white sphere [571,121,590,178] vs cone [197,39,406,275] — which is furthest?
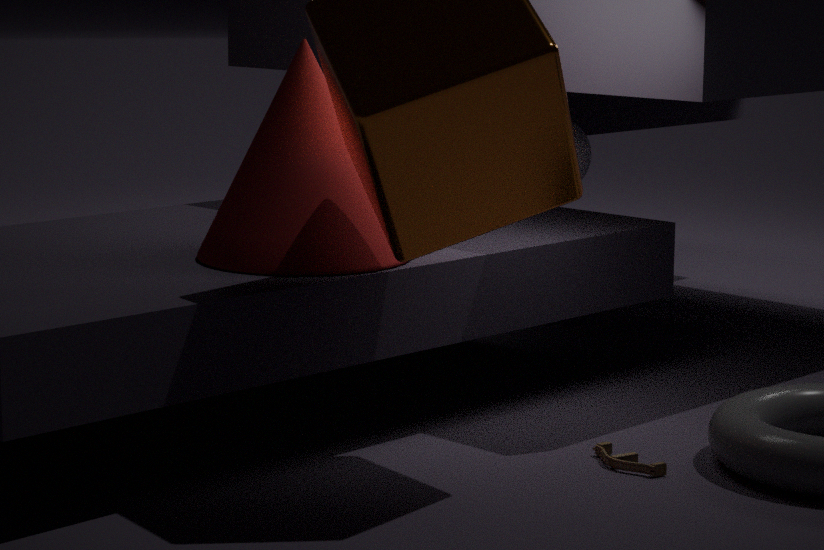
white sphere [571,121,590,178]
